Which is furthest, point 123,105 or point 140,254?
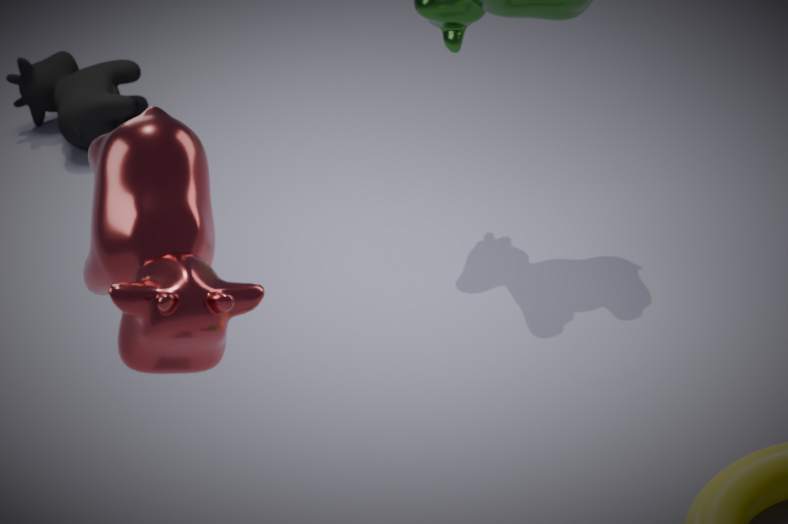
point 123,105
